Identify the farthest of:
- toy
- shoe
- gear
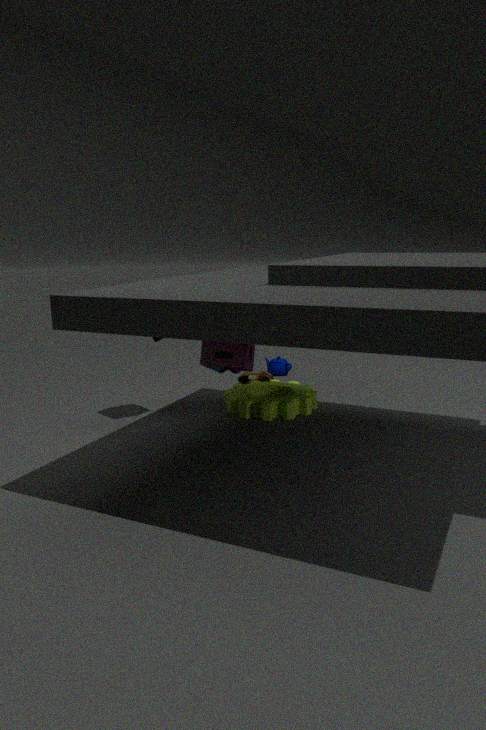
shoe
